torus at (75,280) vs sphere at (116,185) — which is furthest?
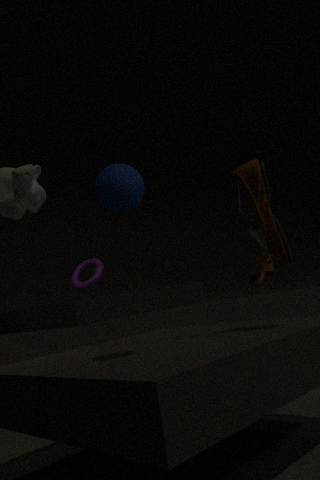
torus at (75,280)
